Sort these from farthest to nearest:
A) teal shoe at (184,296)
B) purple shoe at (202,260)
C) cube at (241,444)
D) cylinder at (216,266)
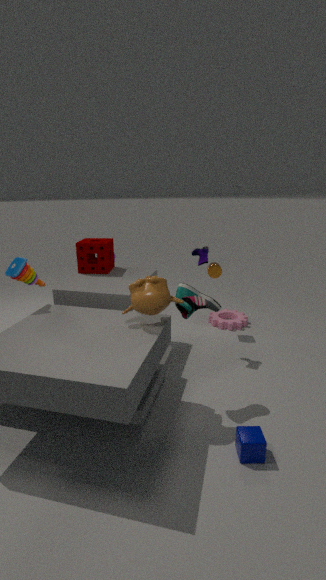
1. cylinder at (216,266)
2. purple shoe at (202,260)
3. teal shoe at (184,296)
4. cube at (241,444)
